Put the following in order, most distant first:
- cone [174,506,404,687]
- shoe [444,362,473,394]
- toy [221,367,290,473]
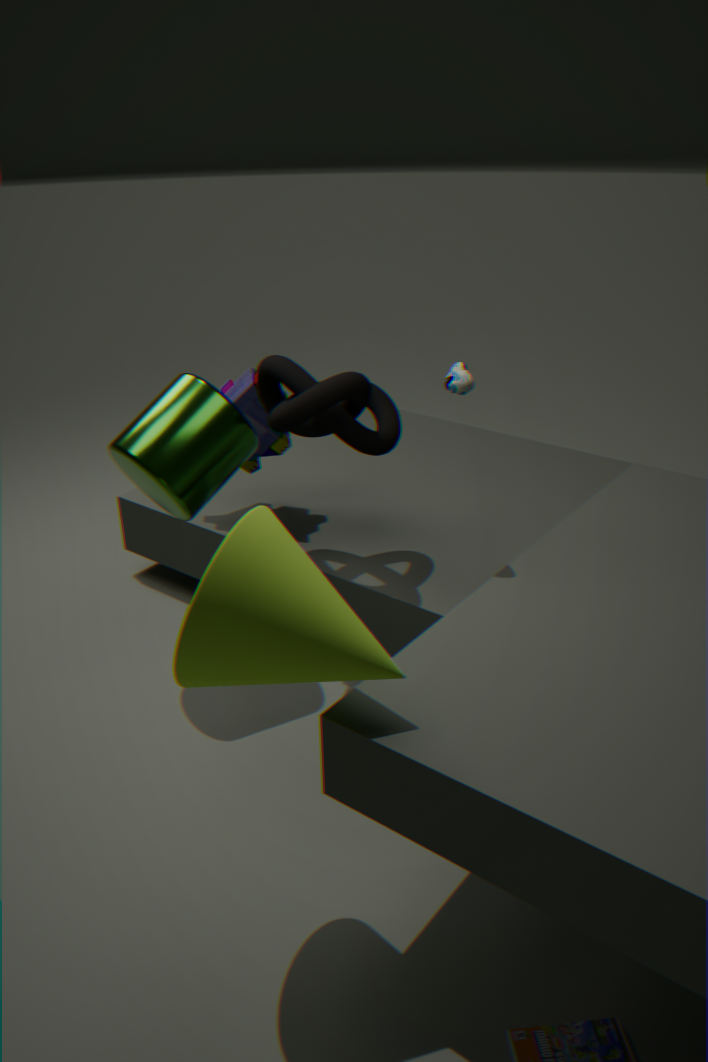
toy [221,367,290,473] < shoe [444,362,473,394] < cone [174,506,404,687]
